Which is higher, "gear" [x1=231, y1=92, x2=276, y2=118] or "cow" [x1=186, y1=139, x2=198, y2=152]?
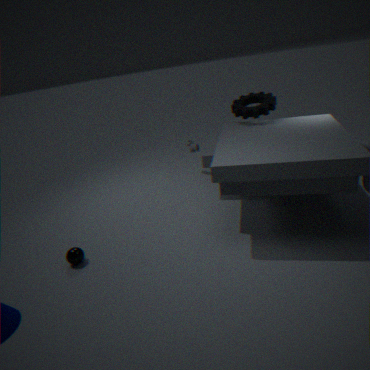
"gear" [x1=231, y1=92, x2=276, y2=118]
